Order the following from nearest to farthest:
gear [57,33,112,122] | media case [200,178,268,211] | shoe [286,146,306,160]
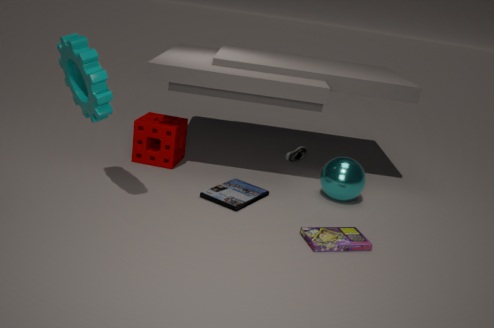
gear [57,33,112,122] → media case [200,178,268,211] → shoe [286,146,306,160]
